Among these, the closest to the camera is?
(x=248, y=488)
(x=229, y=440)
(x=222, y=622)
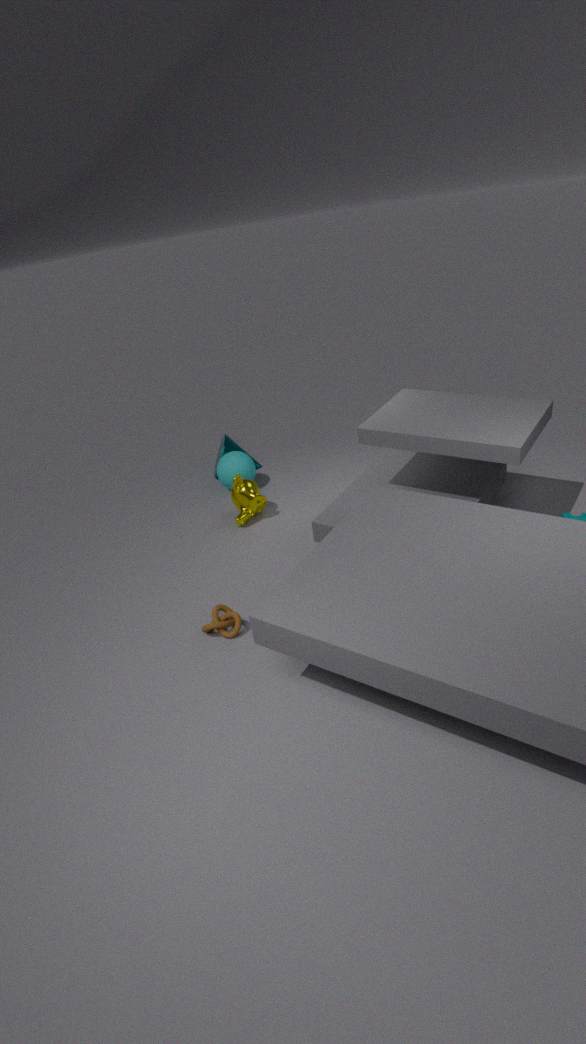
(x=222, y=622)
